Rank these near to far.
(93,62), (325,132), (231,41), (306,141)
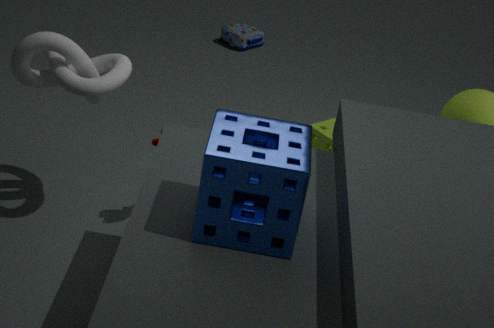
(306,141) → (93,62) → (325,132) → (231,41)
